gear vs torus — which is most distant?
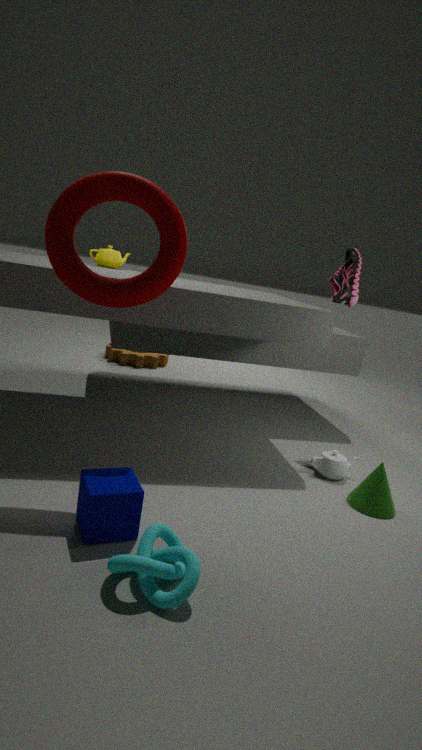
gear
